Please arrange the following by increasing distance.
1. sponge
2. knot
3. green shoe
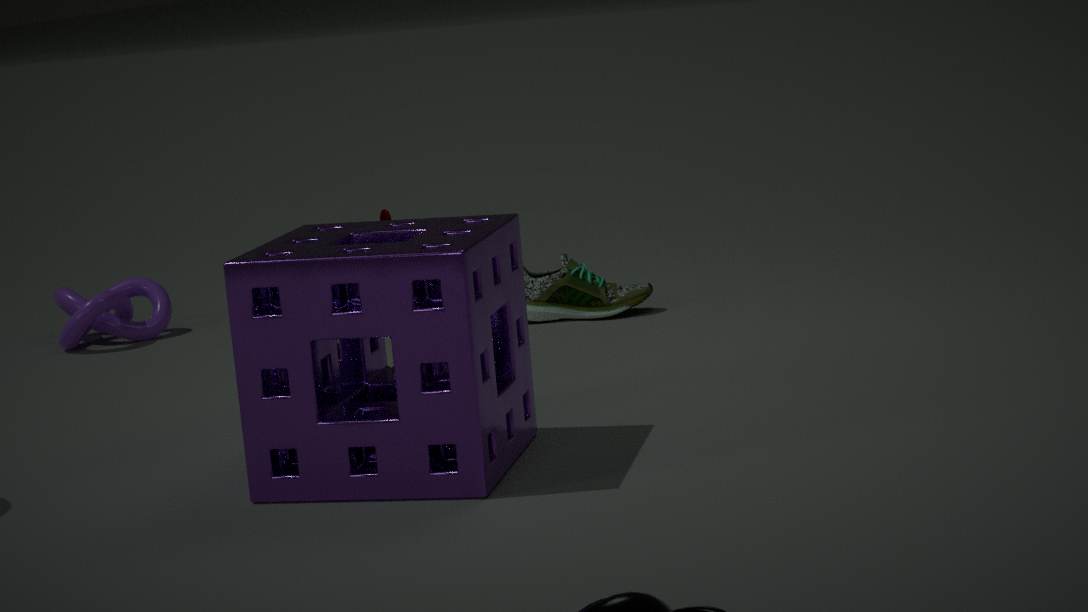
1. sponge
2. green shoe
3. knot
